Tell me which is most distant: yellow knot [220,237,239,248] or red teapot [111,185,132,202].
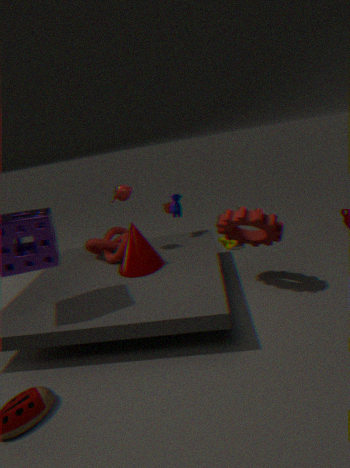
yellow knot [220,237,239,248]
